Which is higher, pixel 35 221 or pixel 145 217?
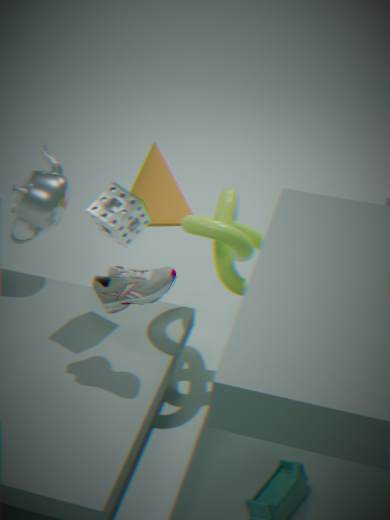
pixel 145 217
